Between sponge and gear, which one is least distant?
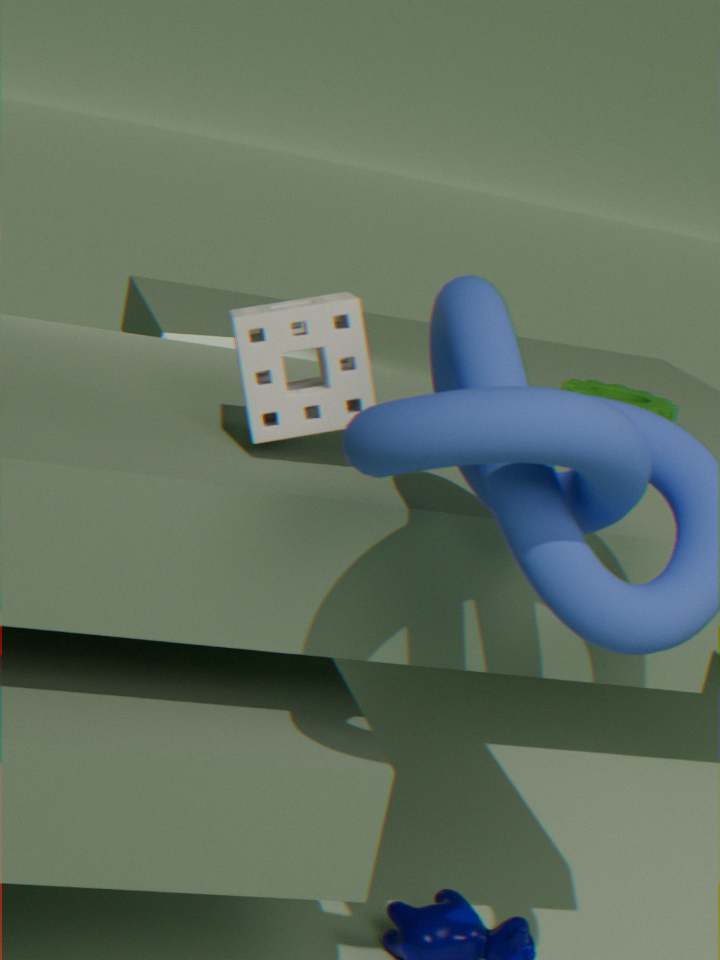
sponge
